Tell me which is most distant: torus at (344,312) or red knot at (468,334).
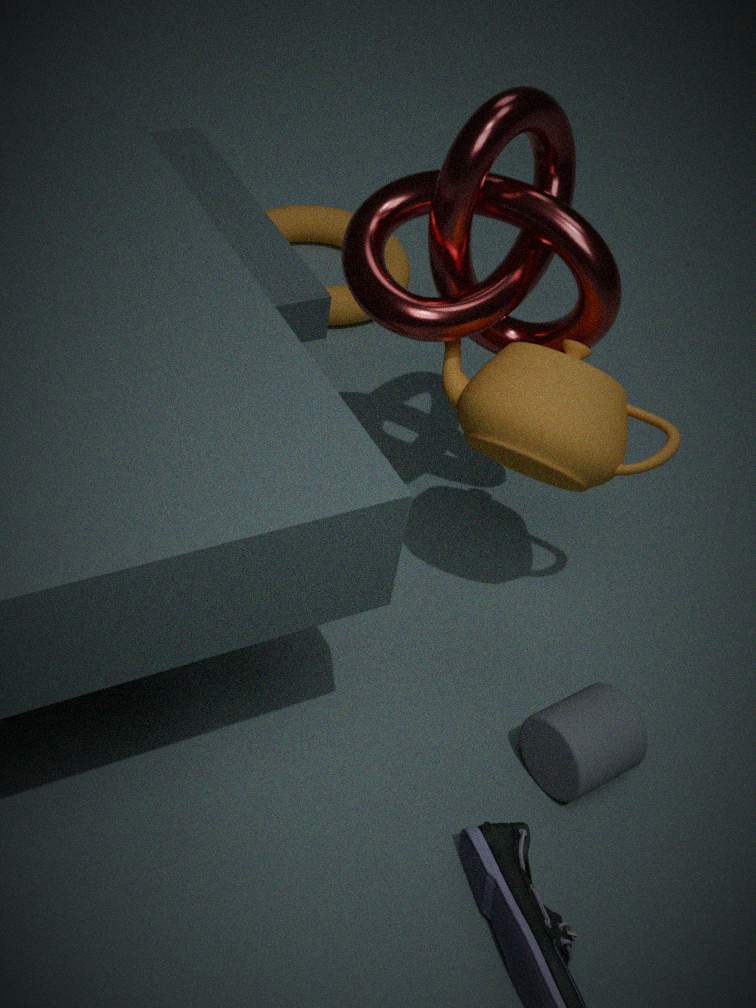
torus at (344,312)
